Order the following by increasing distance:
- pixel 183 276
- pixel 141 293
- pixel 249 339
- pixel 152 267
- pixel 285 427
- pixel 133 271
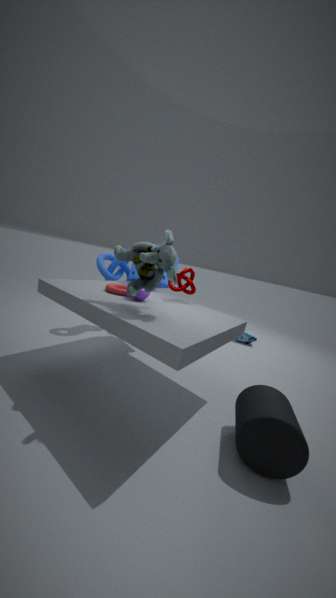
pixel 285 427
pixel 152 267
pixel 141 293
pixel 183 276
pixel 133 271
pixel 249 339
